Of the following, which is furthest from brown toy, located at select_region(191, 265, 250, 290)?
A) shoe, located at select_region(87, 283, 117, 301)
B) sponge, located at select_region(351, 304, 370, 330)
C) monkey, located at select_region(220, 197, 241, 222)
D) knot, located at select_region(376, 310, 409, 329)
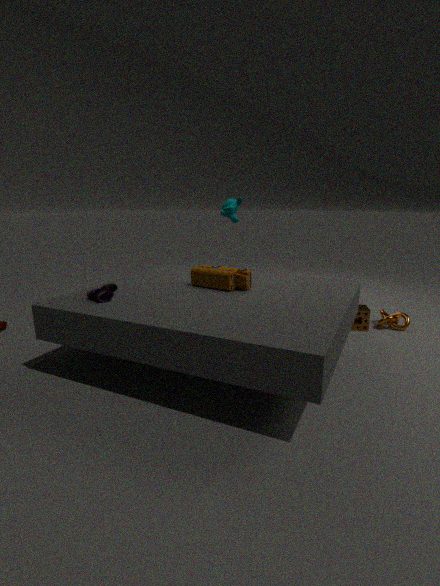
knot, located at select_region(376, 310, 409, 329)
